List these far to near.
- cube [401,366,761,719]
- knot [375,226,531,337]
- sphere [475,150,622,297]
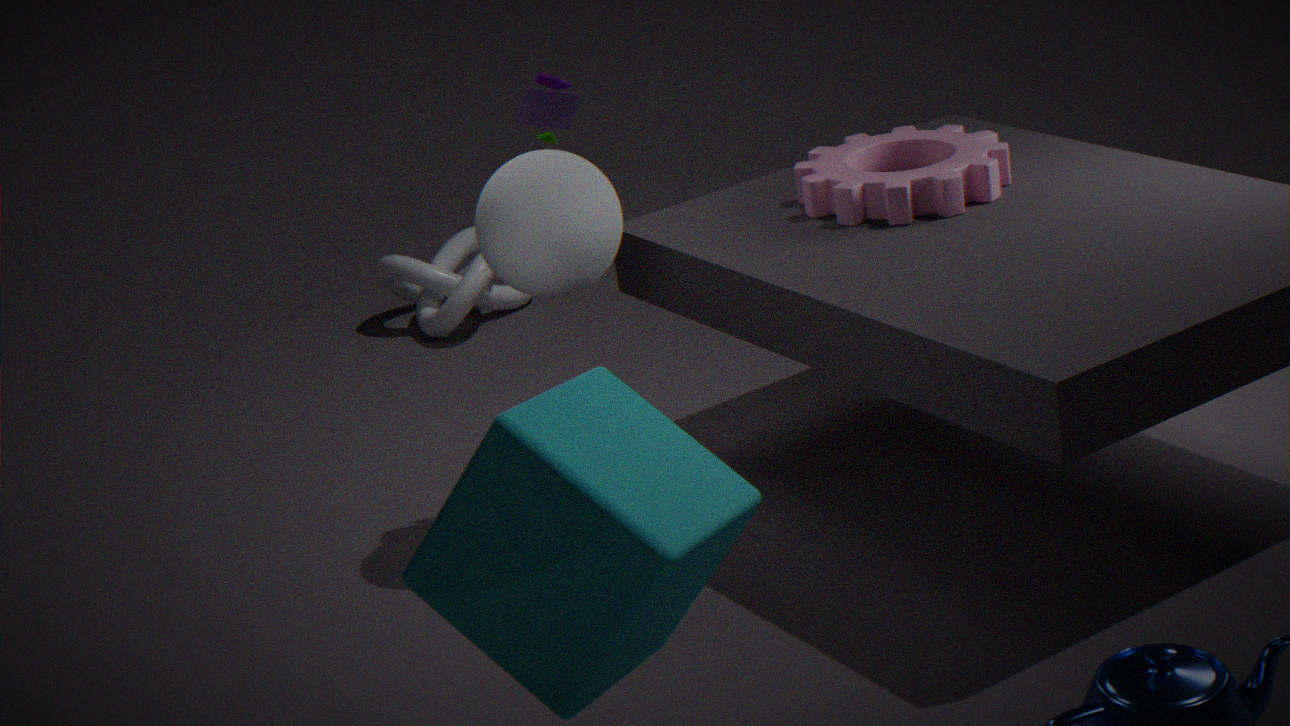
knot [375,226,531,337] < sphere [475,150,622,297] < cube [401,366,761,719]
